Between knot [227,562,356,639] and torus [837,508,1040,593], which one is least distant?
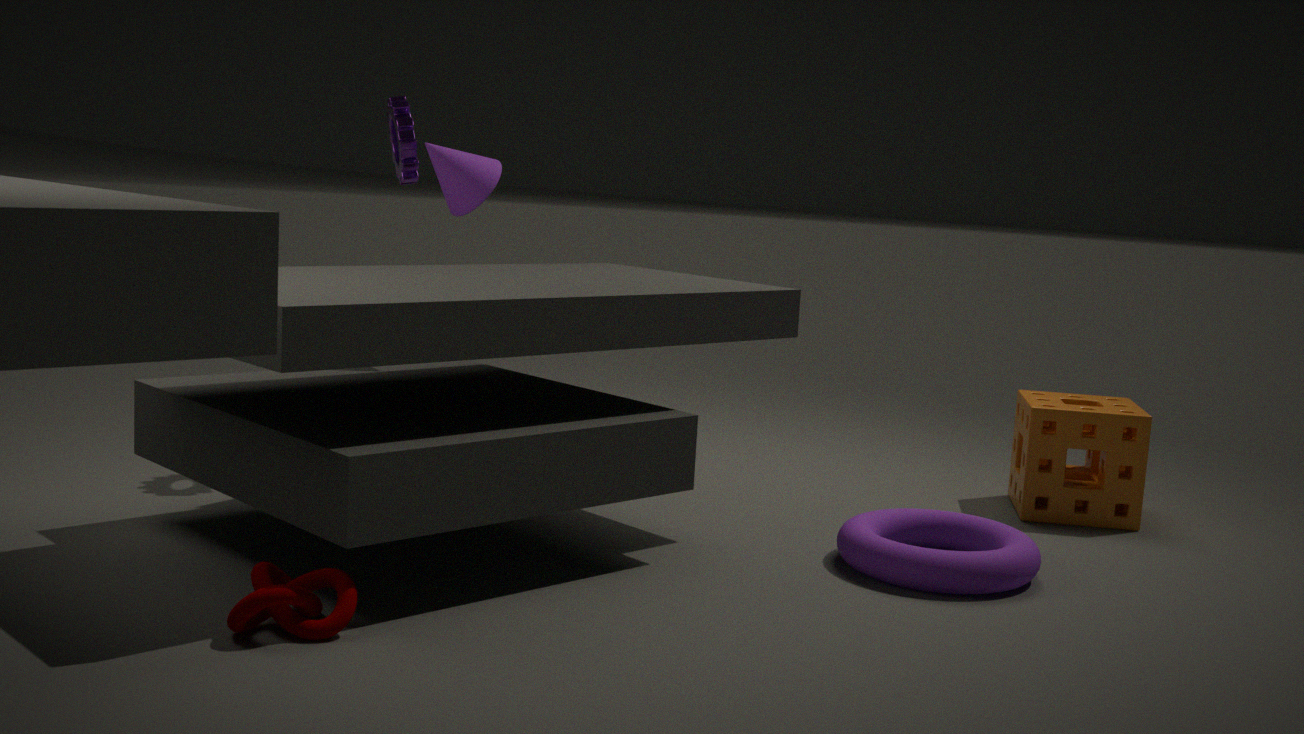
knot [227,562,356,639]
